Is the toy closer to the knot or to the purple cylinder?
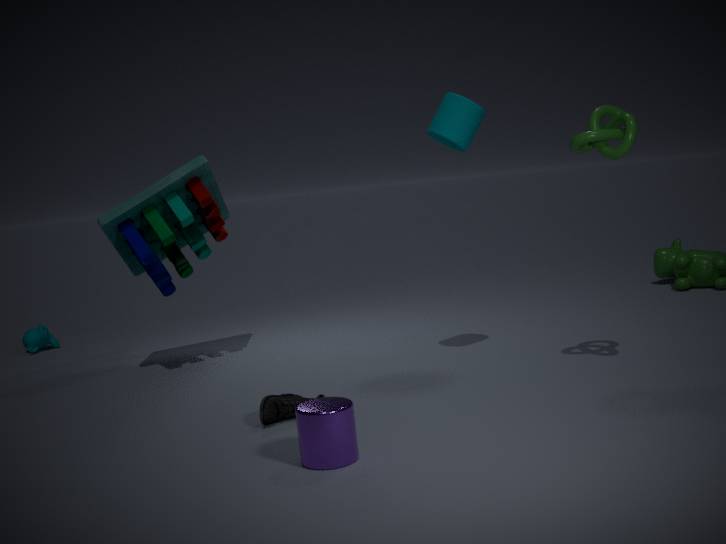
the purple cylinder
